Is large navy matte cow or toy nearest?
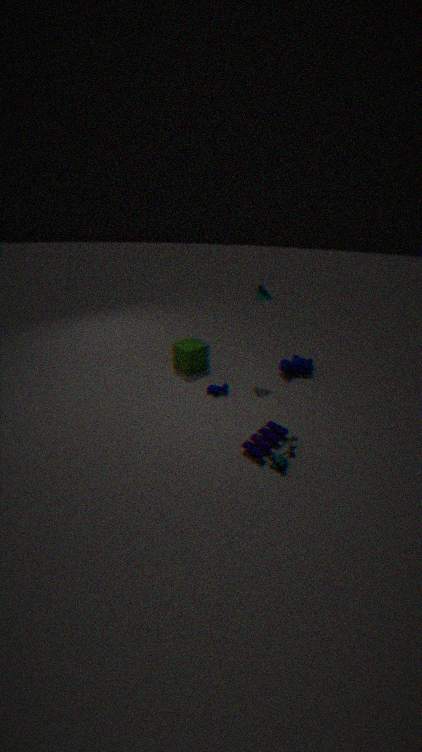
toy
